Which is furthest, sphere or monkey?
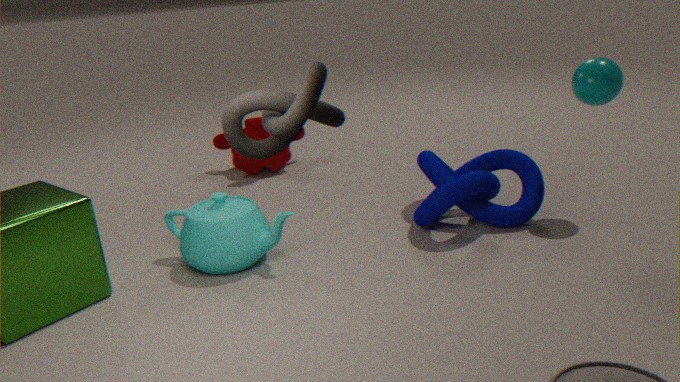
monkey
